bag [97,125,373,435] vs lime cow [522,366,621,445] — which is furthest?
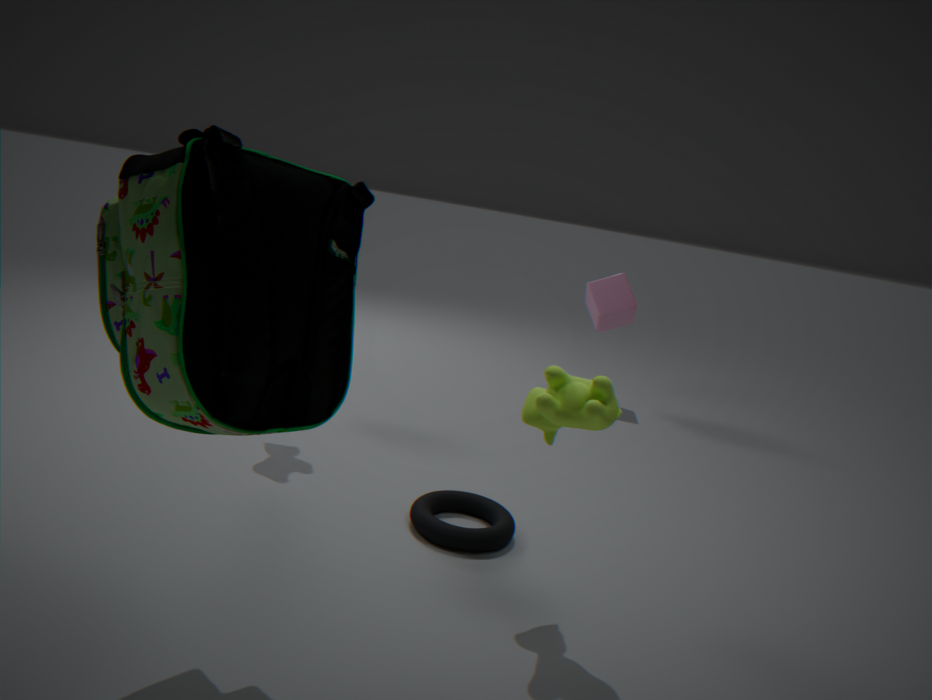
lime cow [522,366,621,445]
